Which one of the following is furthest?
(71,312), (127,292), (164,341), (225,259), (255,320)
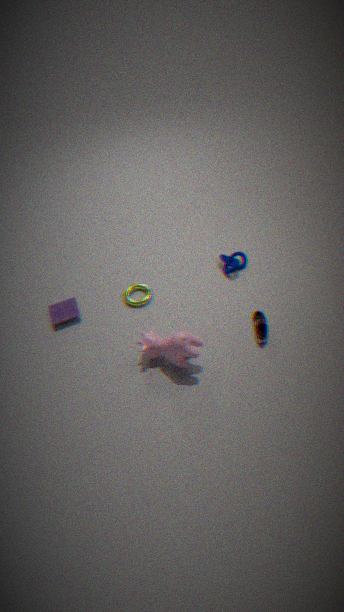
(225,259)
